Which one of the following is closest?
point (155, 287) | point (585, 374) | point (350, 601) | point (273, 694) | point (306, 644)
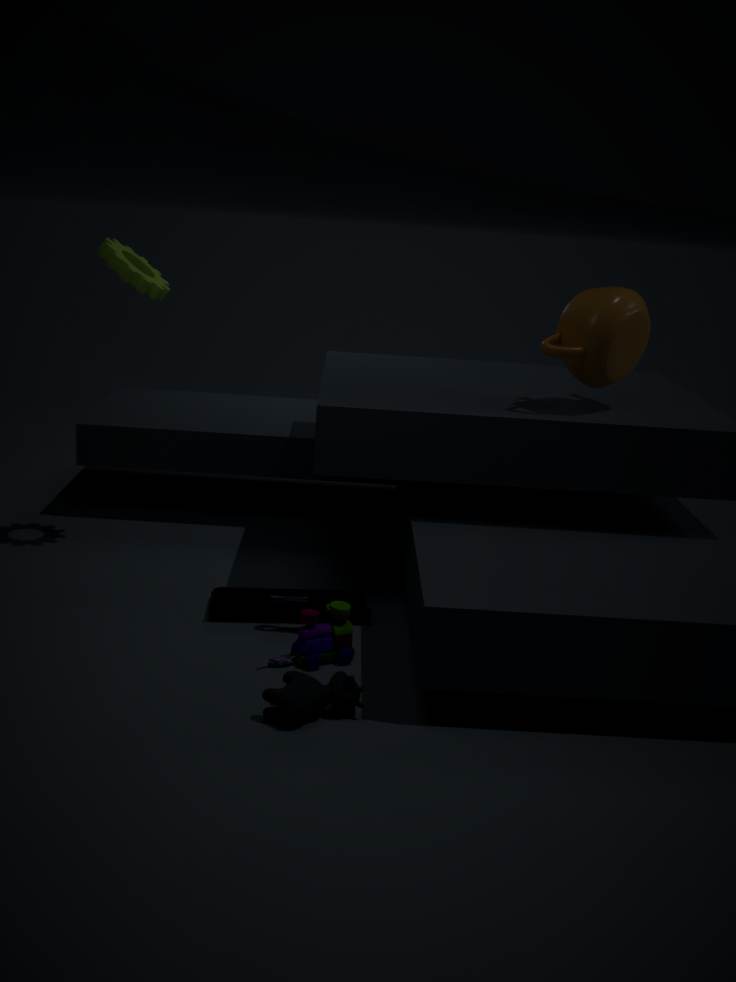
point (273, 694)
